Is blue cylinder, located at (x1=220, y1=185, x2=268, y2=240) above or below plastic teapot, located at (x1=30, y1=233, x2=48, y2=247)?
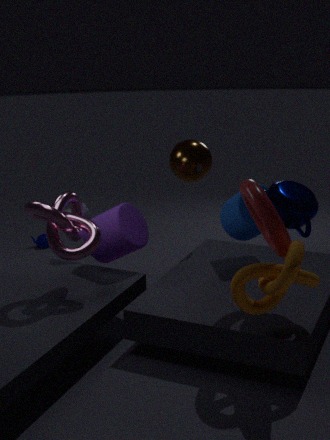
above
